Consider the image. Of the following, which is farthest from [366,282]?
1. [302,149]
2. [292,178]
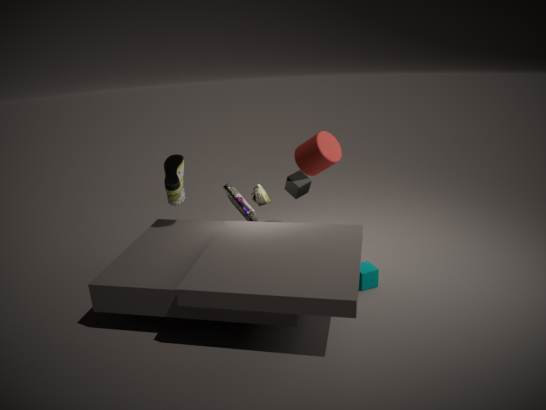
[302,149]
